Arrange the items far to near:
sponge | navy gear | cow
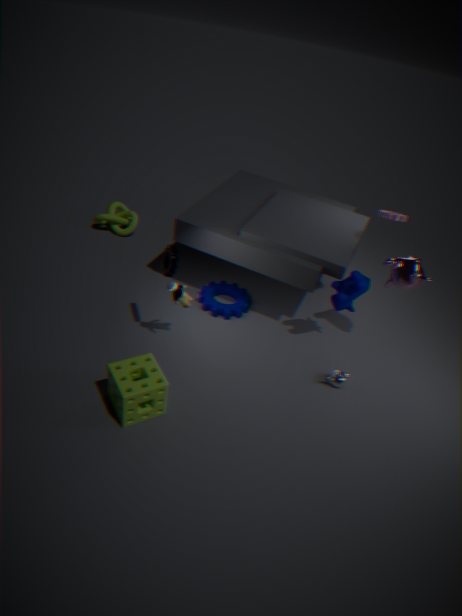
navy gear
cow
sponge
